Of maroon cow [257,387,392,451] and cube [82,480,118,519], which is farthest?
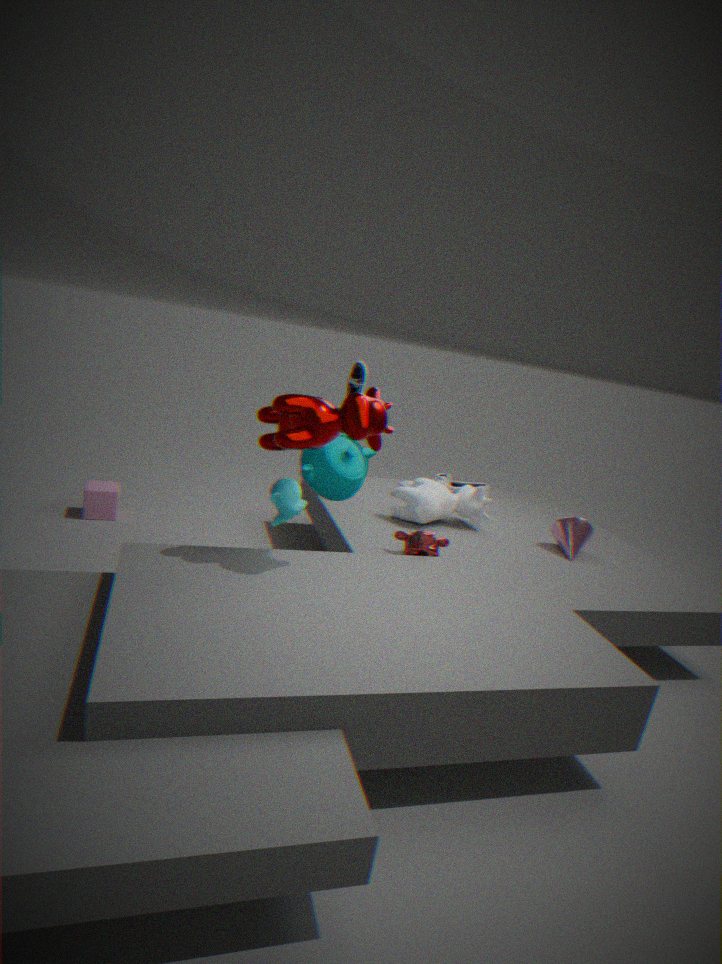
cube [82,480,118,519]
